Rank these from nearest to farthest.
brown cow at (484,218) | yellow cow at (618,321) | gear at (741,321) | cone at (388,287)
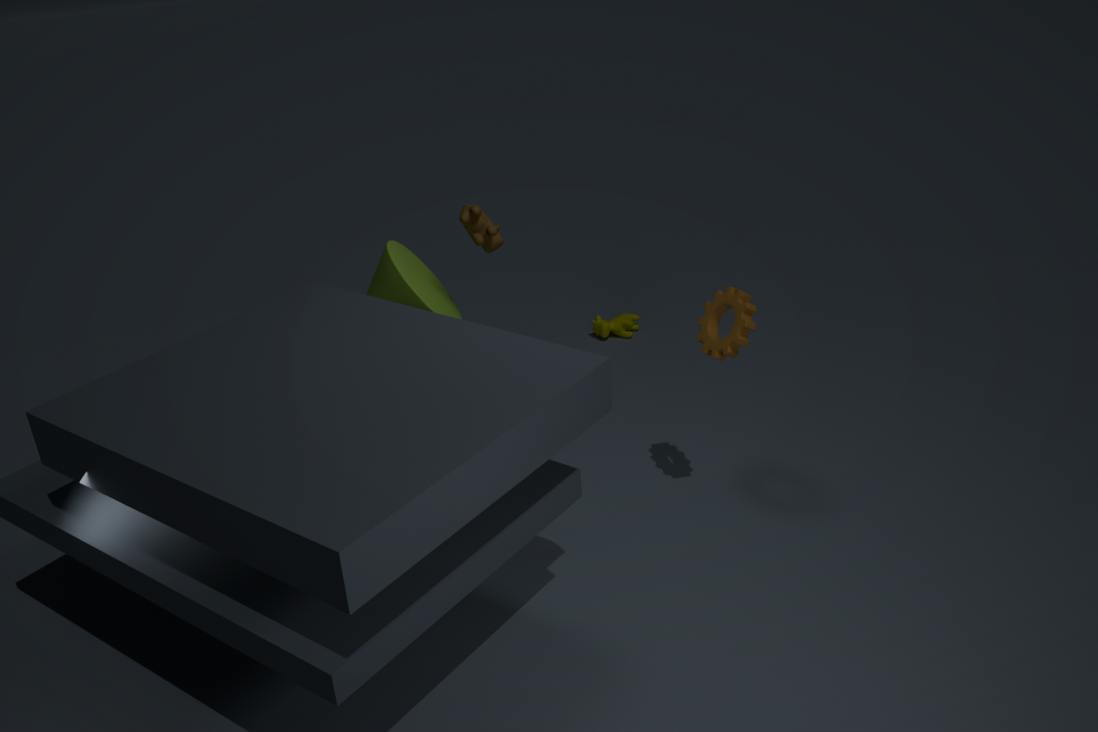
gear at (741,321), cone at (388,287), brown cow at (484,218), yellow cow at (618,321)
